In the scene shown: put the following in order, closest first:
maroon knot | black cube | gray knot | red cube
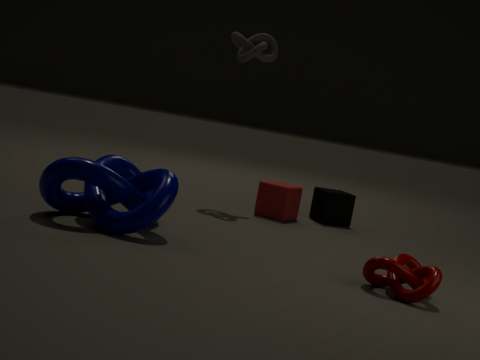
maroon knot
red cube
gray knot
black cube
